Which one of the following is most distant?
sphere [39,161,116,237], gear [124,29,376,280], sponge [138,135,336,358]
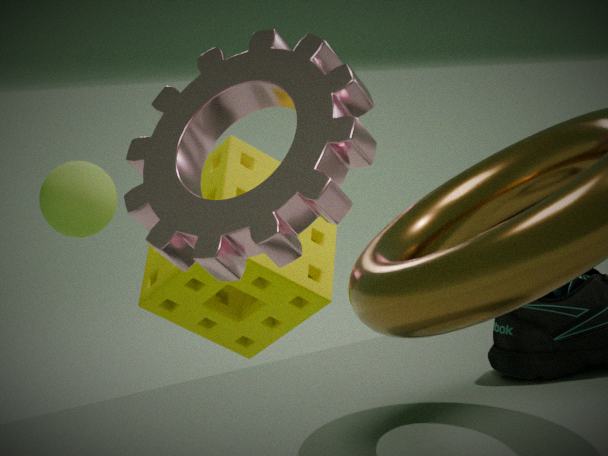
sponge [138,135,336,358]
